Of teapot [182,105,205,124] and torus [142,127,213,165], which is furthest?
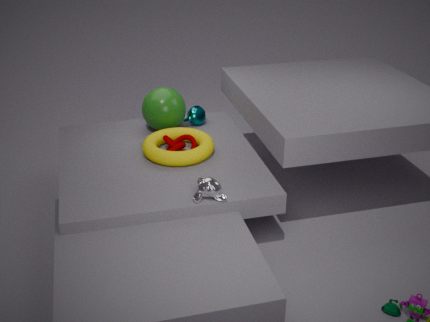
teapot [182,105,205,124]
